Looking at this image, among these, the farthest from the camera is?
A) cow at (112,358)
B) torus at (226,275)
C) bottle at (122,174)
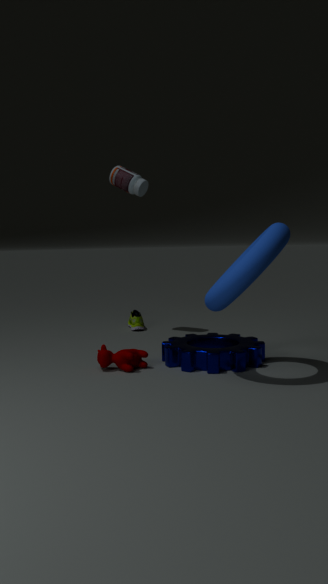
C. bottle at (122,174)
